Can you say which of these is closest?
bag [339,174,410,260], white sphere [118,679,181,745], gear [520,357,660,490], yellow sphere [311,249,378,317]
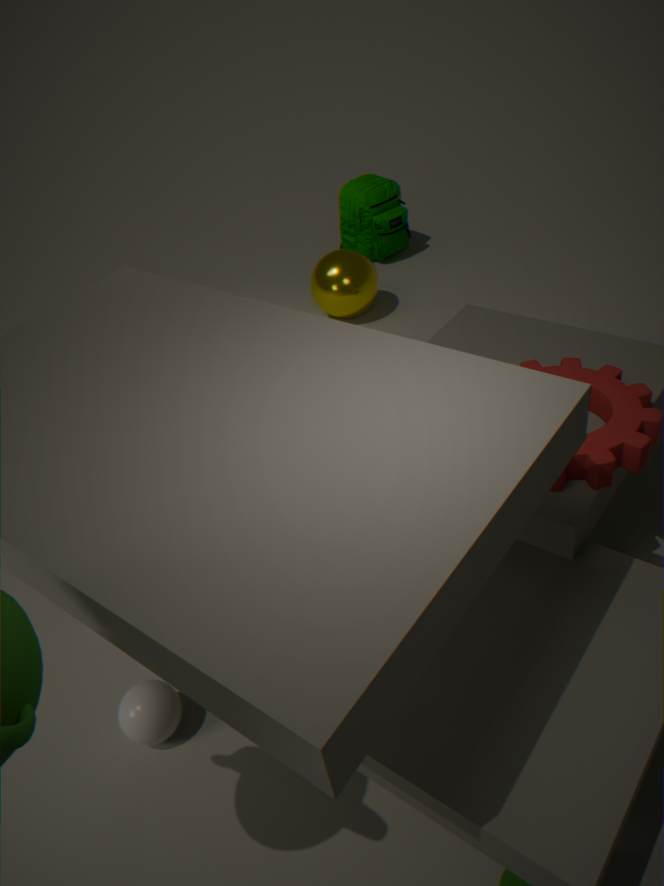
white sphere [118,679,181,745]
